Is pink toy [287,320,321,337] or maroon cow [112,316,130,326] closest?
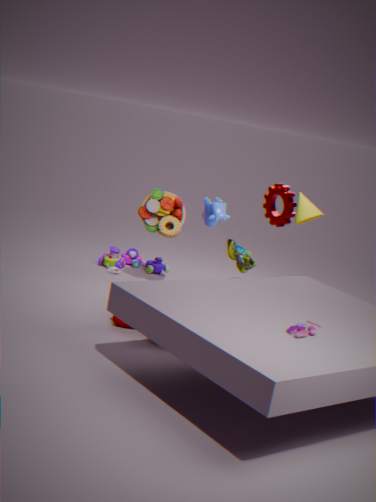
pink toy [287,320,321,337]
